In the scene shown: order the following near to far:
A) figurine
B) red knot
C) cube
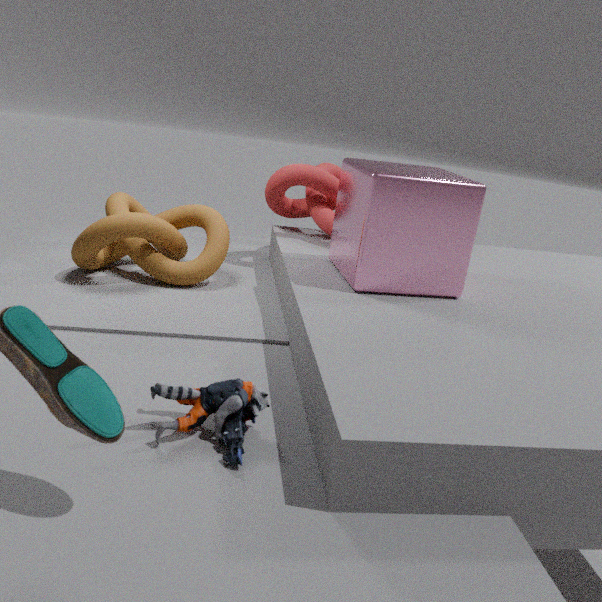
1. figurine
2. cube
3. red knot
